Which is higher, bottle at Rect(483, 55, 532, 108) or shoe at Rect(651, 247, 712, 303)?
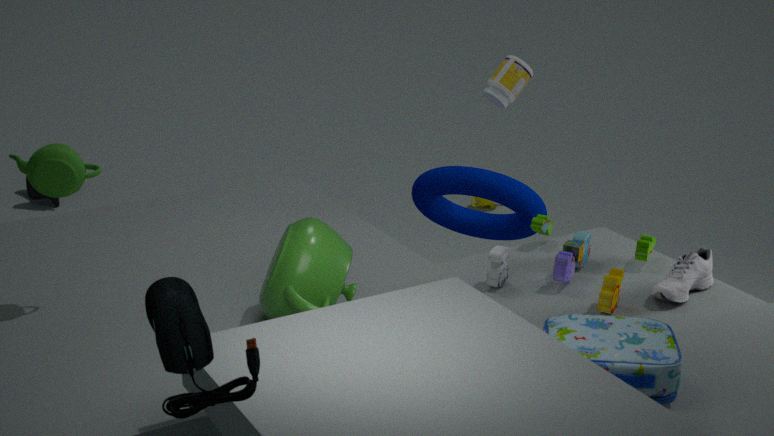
bottle at Rect(483, 55, 532, 108)
